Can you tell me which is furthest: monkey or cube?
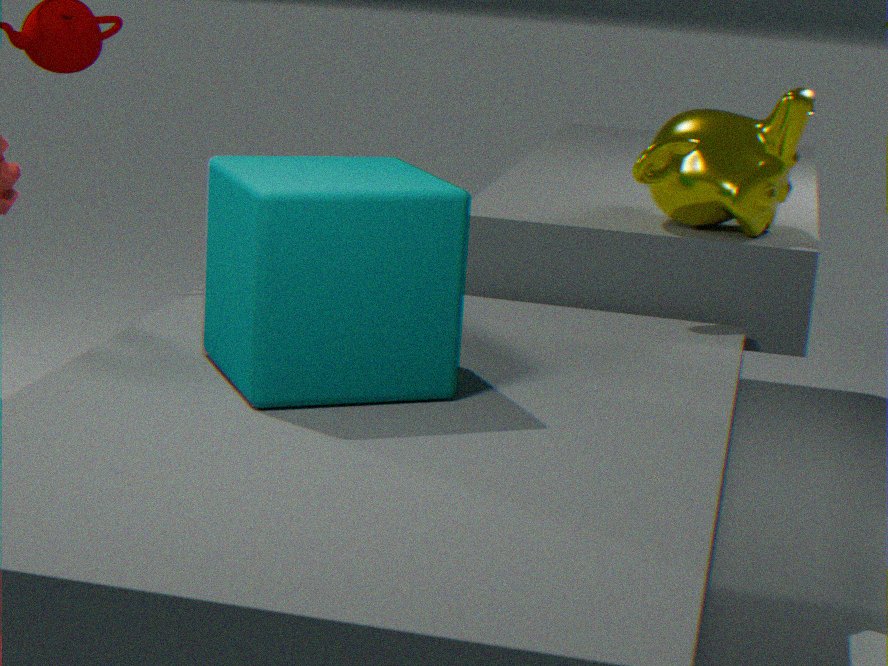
monkey
